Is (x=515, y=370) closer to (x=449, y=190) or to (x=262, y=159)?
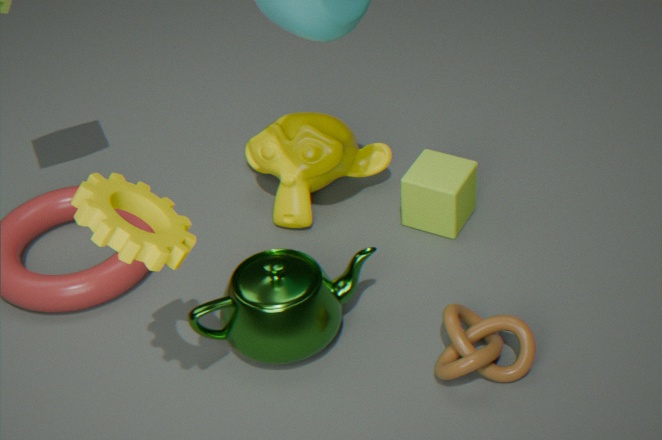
(x=449, y=190)
